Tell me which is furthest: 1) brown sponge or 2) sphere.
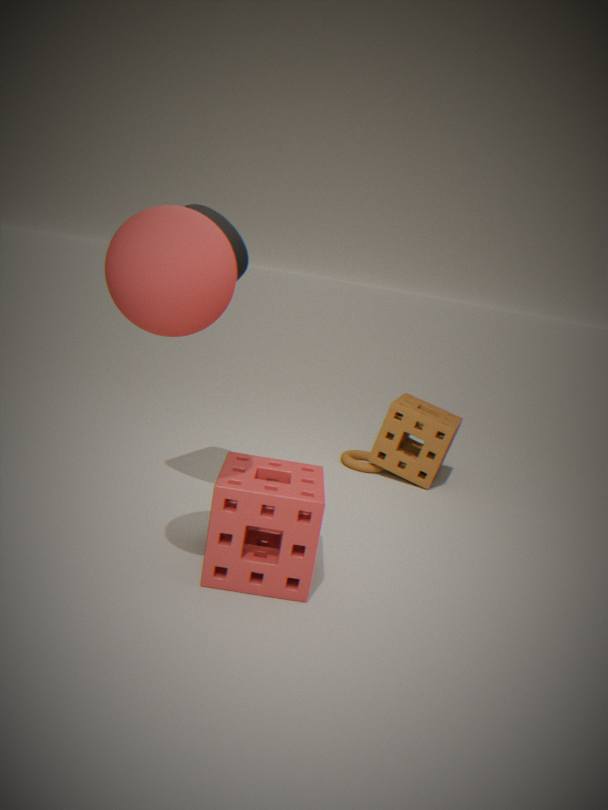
1. brown sponge
